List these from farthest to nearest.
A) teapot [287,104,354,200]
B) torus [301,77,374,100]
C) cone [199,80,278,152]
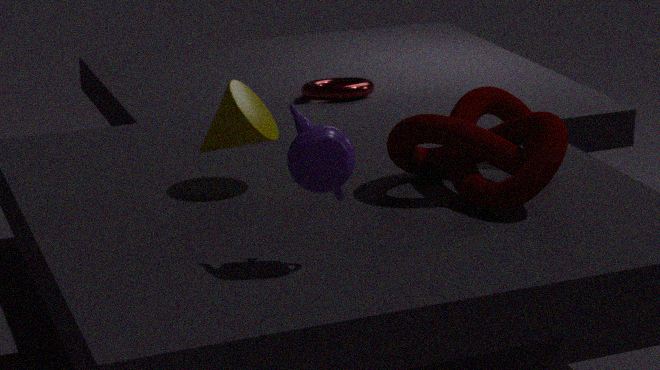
B. torus [301,77,374,100]
C. cone [199,80,278,152]
A. teapot [287,104,354,200]
